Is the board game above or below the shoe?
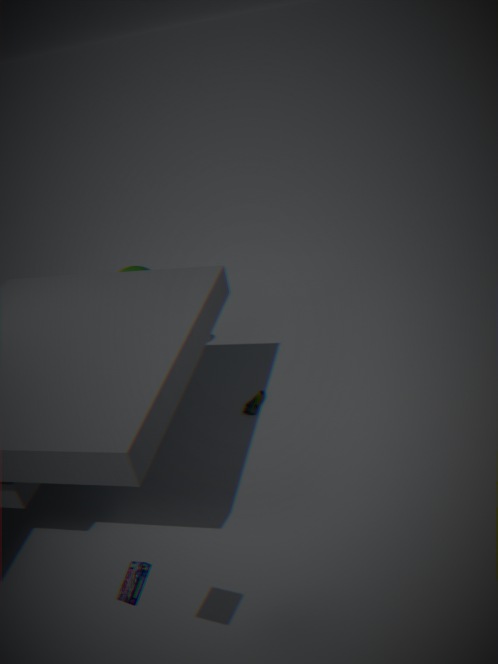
above
